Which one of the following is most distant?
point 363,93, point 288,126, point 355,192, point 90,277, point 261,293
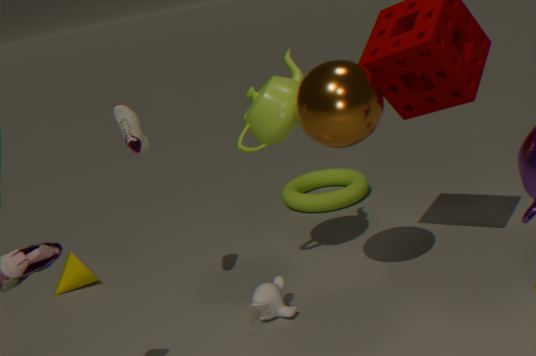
point 355,192
